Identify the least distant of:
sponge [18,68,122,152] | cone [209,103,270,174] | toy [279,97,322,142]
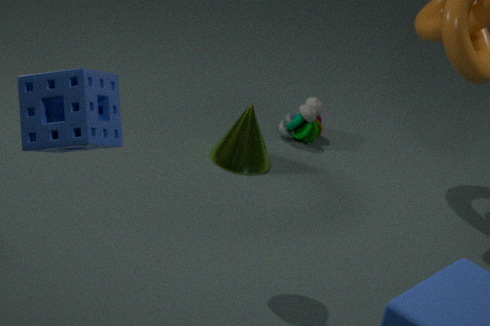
sponge [18,68,122,152]
